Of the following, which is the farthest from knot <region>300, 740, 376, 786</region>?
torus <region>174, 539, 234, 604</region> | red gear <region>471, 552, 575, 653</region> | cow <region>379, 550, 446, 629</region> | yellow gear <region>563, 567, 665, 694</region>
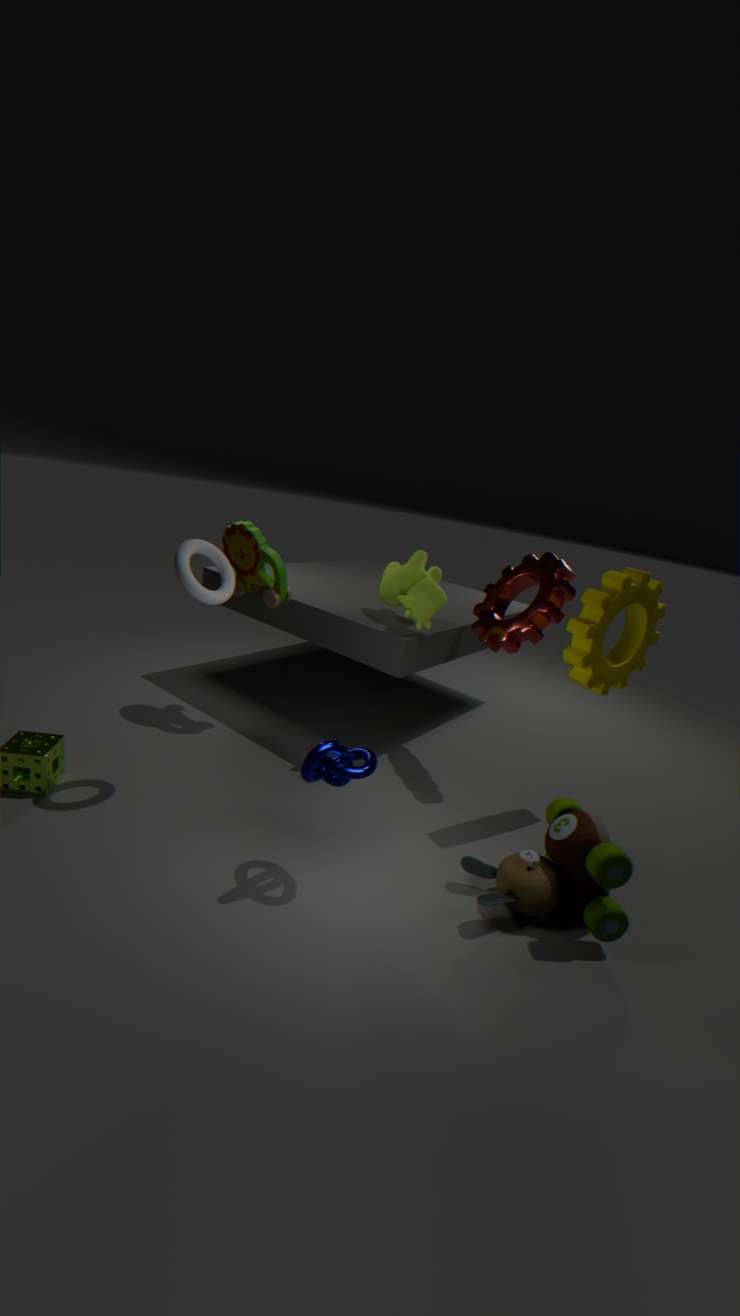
red gear <region>471, 552, 575, 653</region>
